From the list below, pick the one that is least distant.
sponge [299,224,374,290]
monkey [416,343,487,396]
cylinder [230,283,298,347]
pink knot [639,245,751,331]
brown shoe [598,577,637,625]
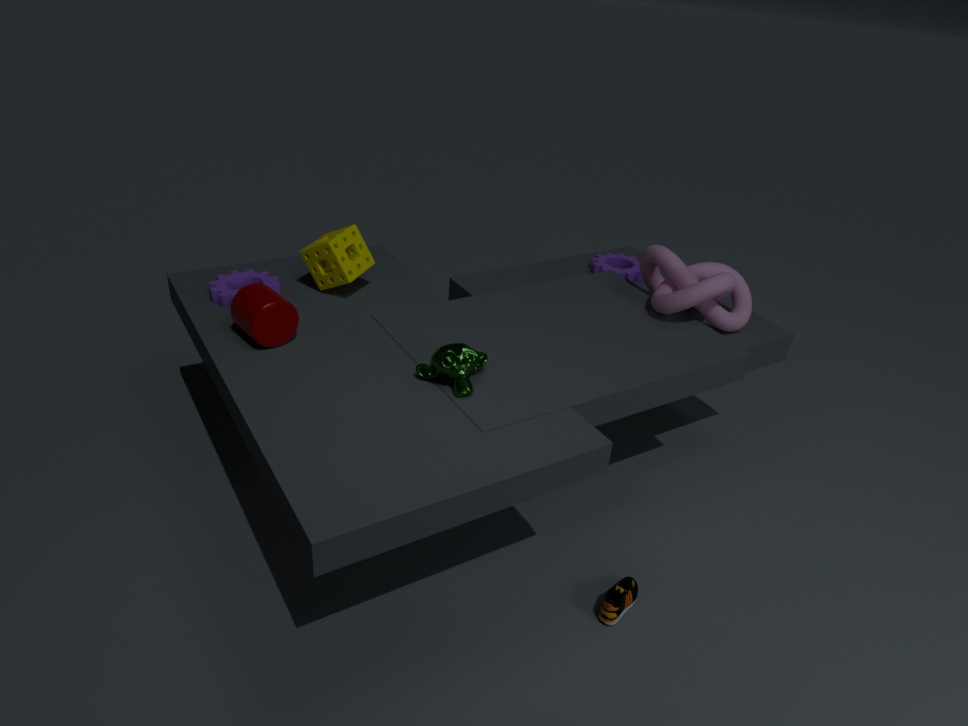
monkey [416,343,487,396]
